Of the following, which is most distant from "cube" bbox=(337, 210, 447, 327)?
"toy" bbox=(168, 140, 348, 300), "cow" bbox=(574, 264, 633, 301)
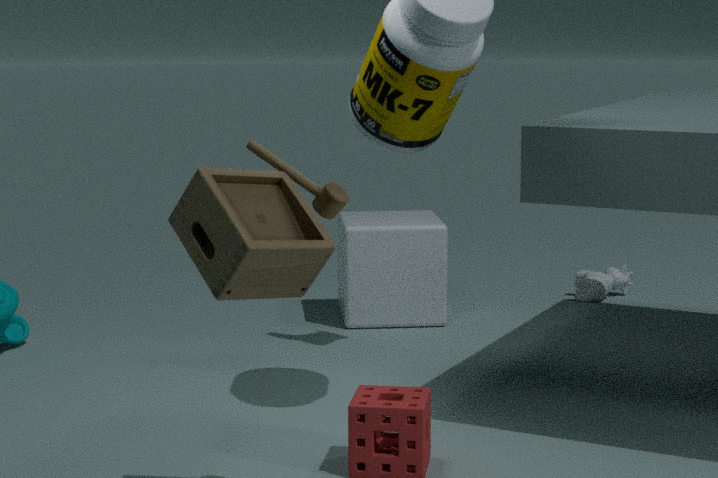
"toy" bbox=(168, 140, 348, 300)
